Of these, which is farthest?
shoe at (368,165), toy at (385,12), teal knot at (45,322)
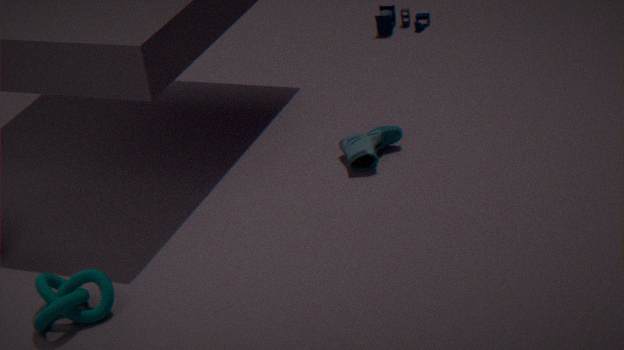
toy at (385,12)
